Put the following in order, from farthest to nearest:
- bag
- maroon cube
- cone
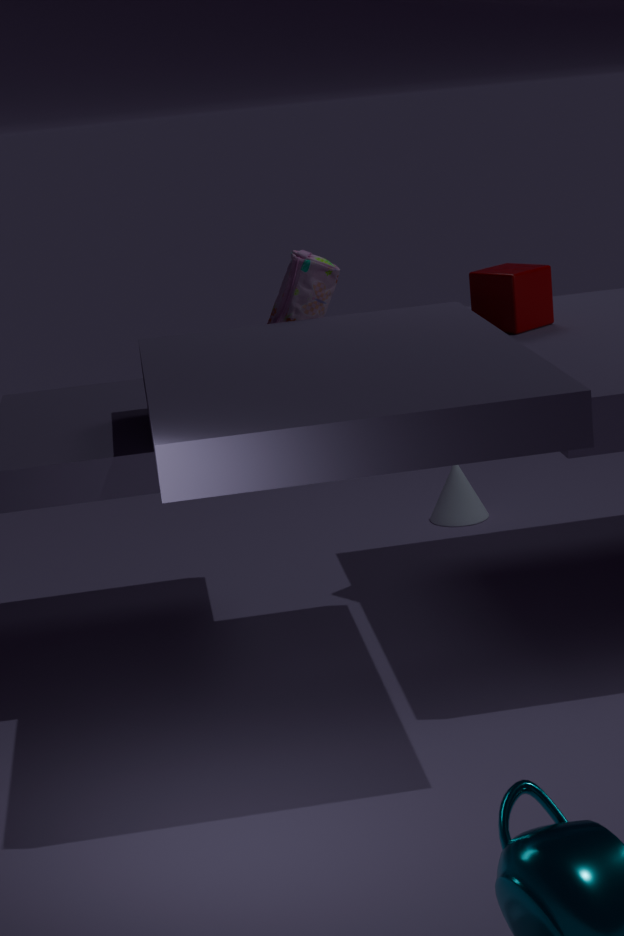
1. cone
2. bag
3. maroon cube
